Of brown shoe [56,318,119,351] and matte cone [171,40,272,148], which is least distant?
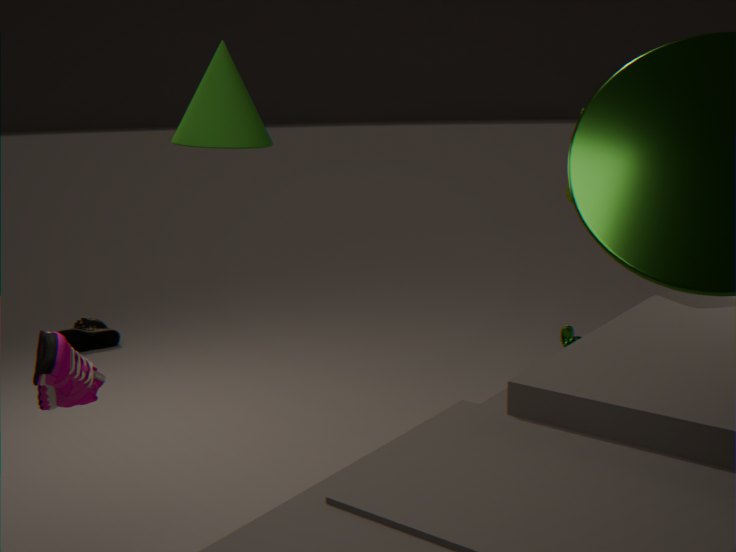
matte cone [171,40,272,148]
